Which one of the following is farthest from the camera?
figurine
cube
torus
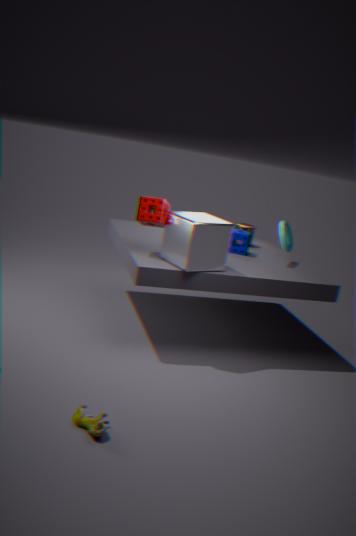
torus
